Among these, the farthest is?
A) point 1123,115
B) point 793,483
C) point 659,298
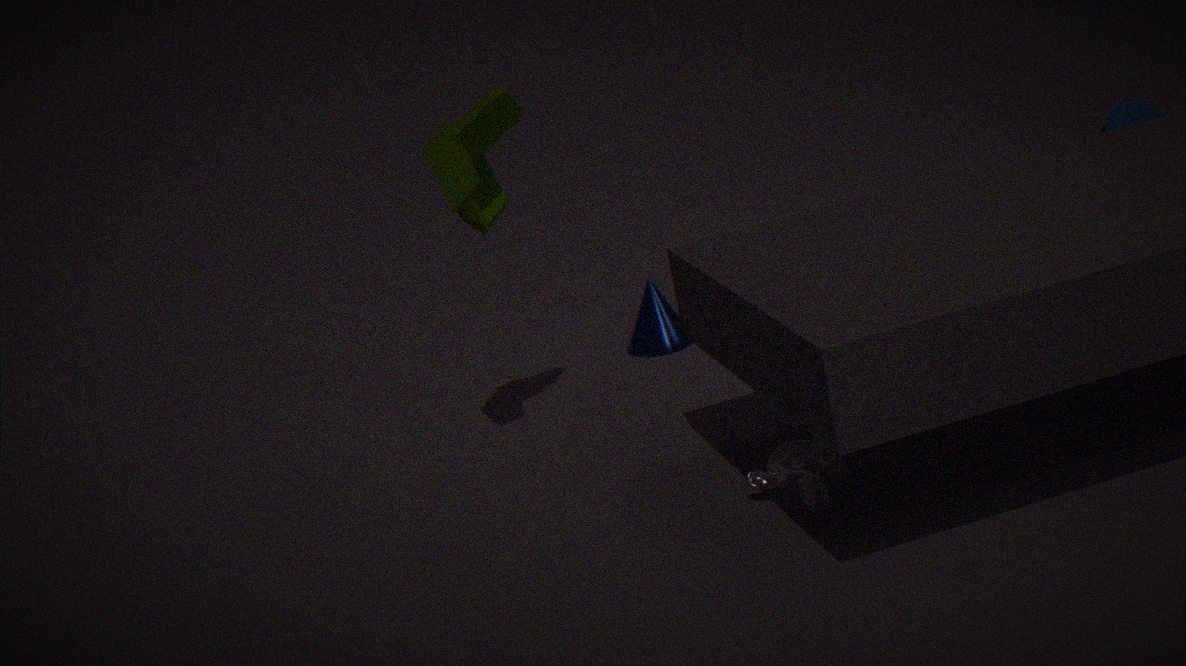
point 659,298
